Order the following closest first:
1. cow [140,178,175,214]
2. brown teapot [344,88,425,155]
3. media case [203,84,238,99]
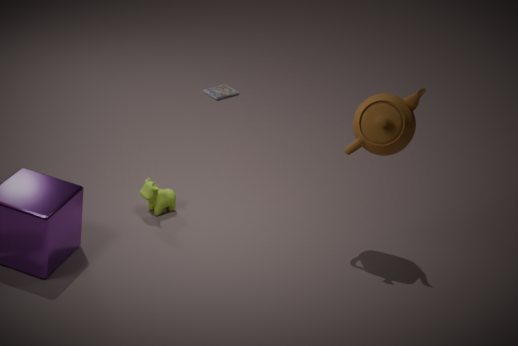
brown teapot [344,88,425,155] → cow [140,178,175,214] → media case [203,84,238,99]
